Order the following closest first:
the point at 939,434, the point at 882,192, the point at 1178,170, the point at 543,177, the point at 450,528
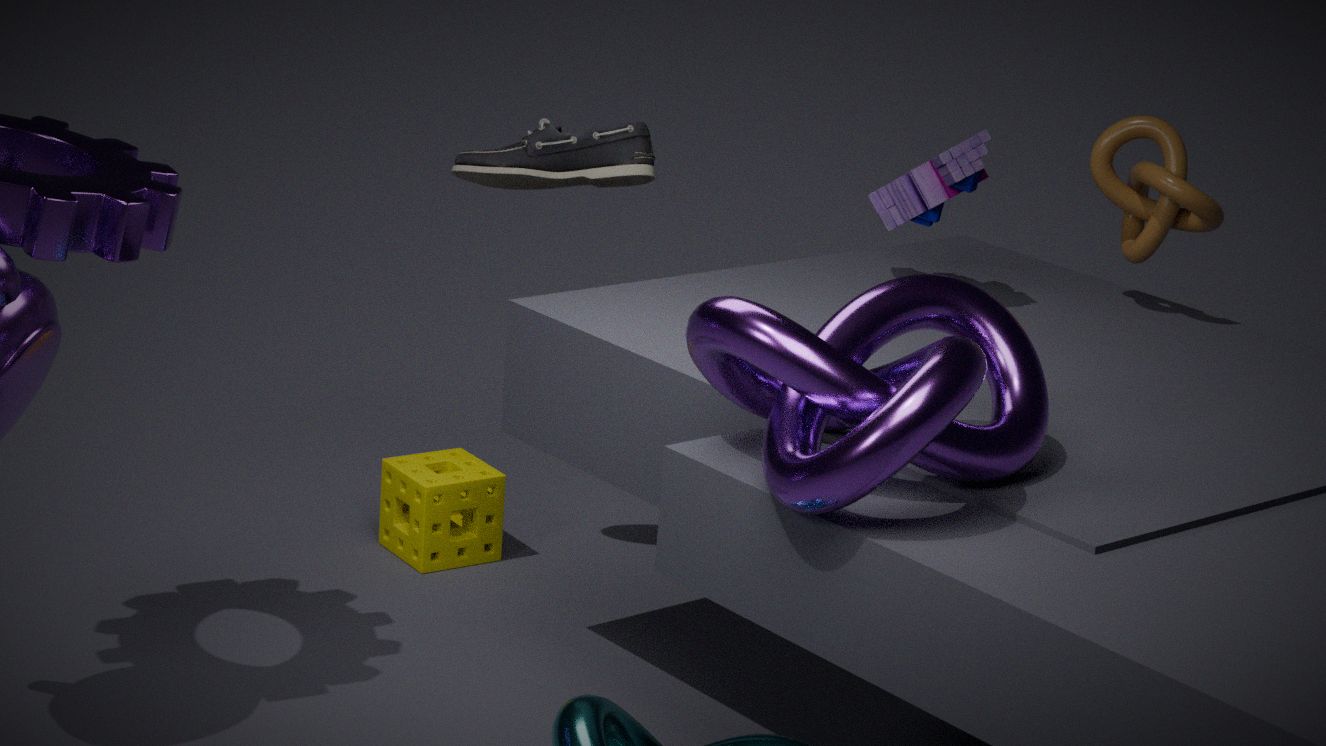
the point at 939,434, the point at 1178,170, the point at 882,192, the point at 543,177, the point at 450,528
